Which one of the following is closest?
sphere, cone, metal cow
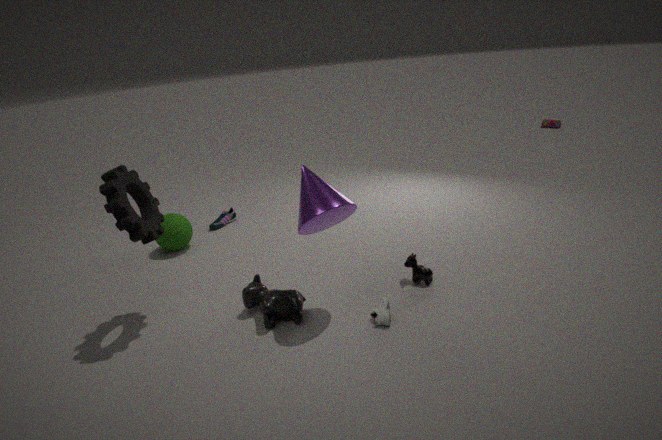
cone
